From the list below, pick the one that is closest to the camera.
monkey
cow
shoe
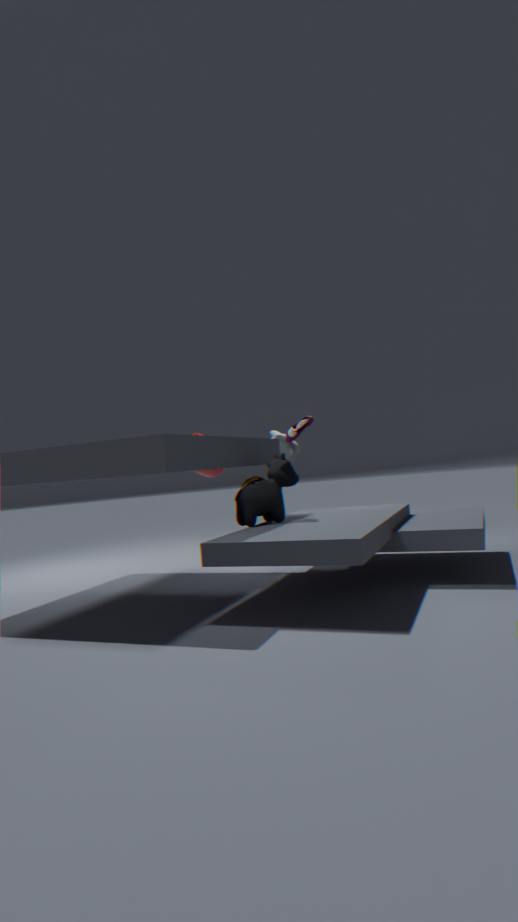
cow
